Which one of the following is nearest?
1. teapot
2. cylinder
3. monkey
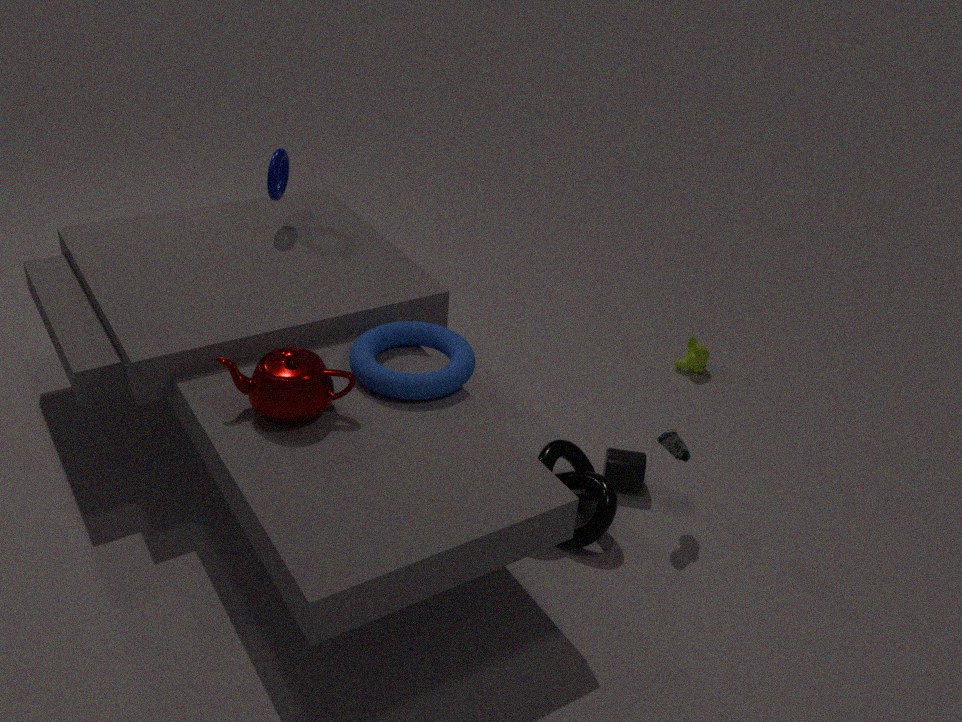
teapot
